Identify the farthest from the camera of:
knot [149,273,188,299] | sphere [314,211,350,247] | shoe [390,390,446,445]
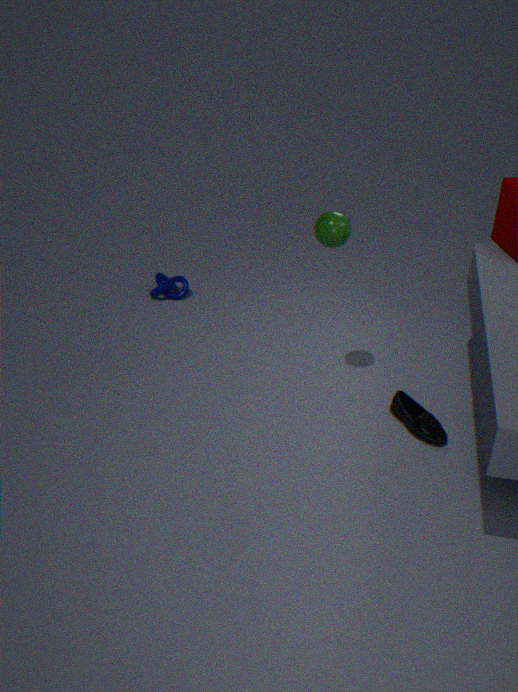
knot [149,273,188,299]
